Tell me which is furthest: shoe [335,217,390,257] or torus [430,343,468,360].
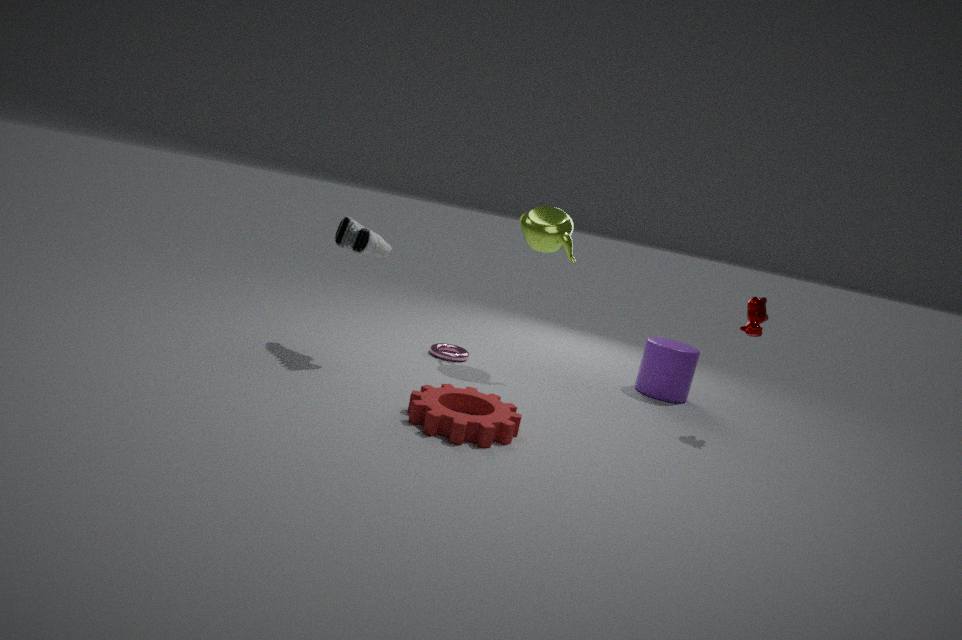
torus [430,343,468,360]
